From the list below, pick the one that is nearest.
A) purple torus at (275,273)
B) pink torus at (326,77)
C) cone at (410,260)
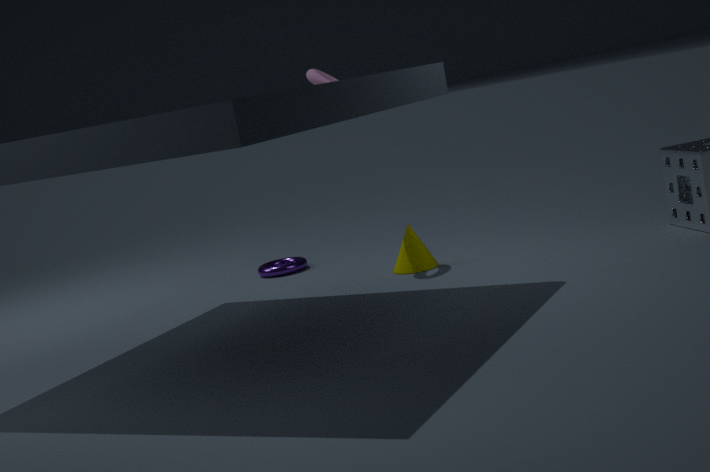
pink torus at (326,77)
